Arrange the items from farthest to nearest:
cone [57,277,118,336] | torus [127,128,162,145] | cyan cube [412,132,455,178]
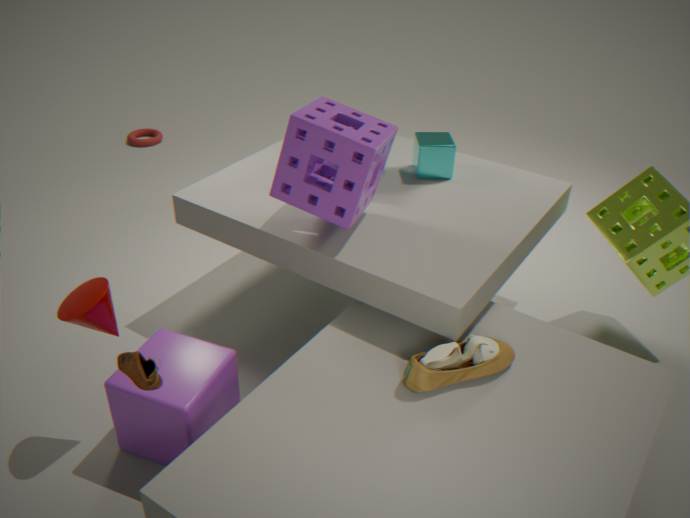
torus [127,128,162,145] → cyan cube [412,132,455,178] → cone [57,277,118,336]
